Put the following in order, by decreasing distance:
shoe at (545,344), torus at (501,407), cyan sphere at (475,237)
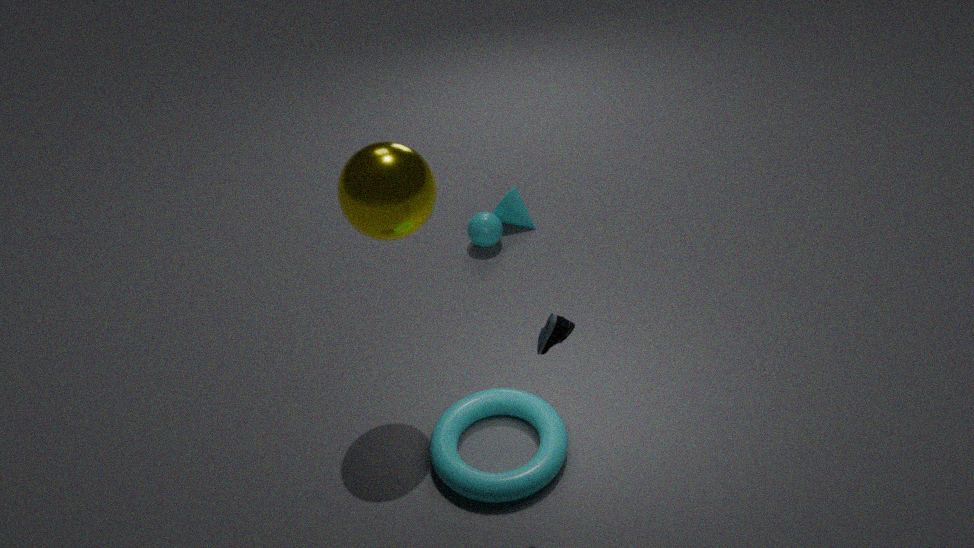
1. cyan sphere at (475,237)
2. torus at (501,407)
3. shoe at (545,344)
